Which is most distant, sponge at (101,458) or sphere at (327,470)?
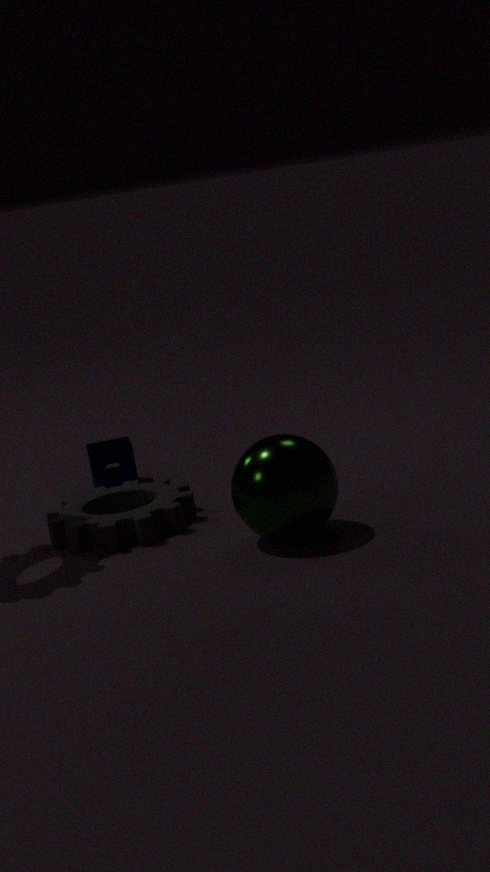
sponge at (101,458)
